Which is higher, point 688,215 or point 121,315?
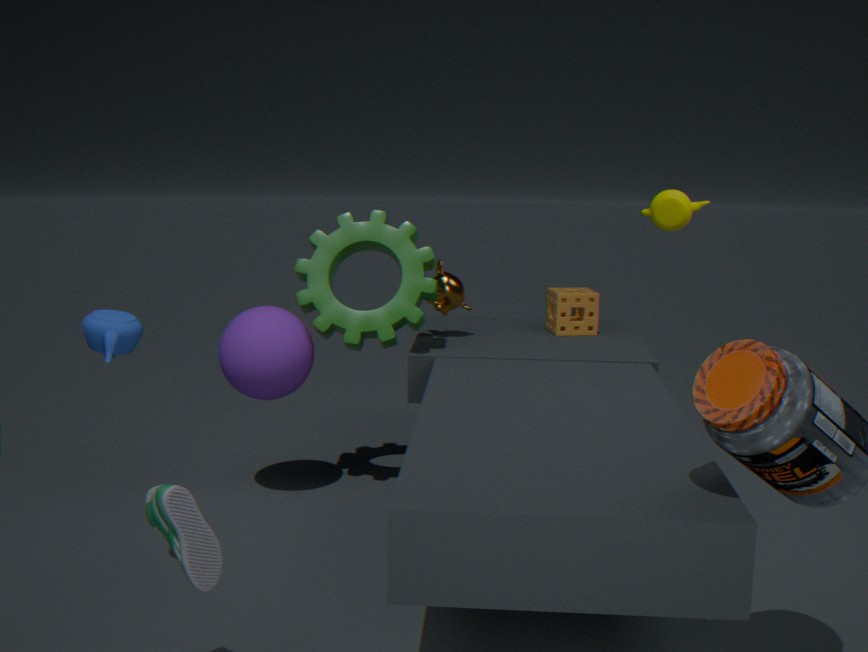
Answer: point 688,215
